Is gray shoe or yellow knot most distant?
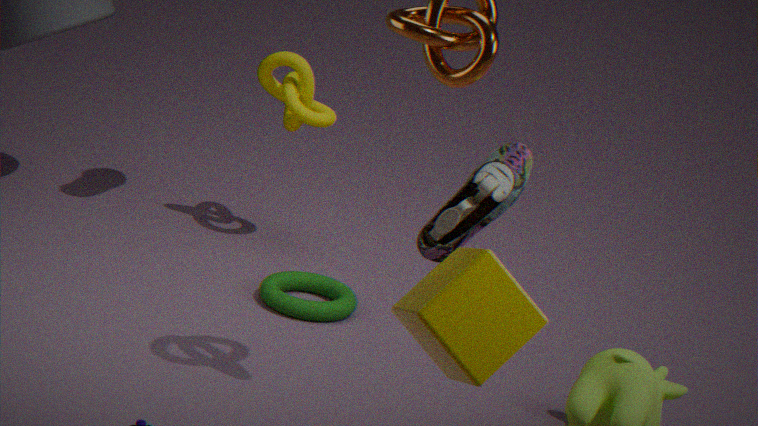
yellow knot
